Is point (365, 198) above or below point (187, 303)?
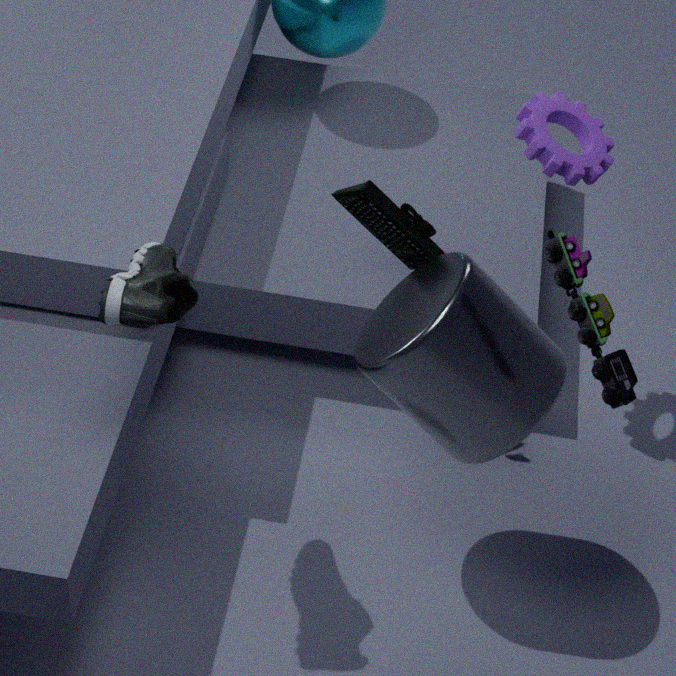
below
